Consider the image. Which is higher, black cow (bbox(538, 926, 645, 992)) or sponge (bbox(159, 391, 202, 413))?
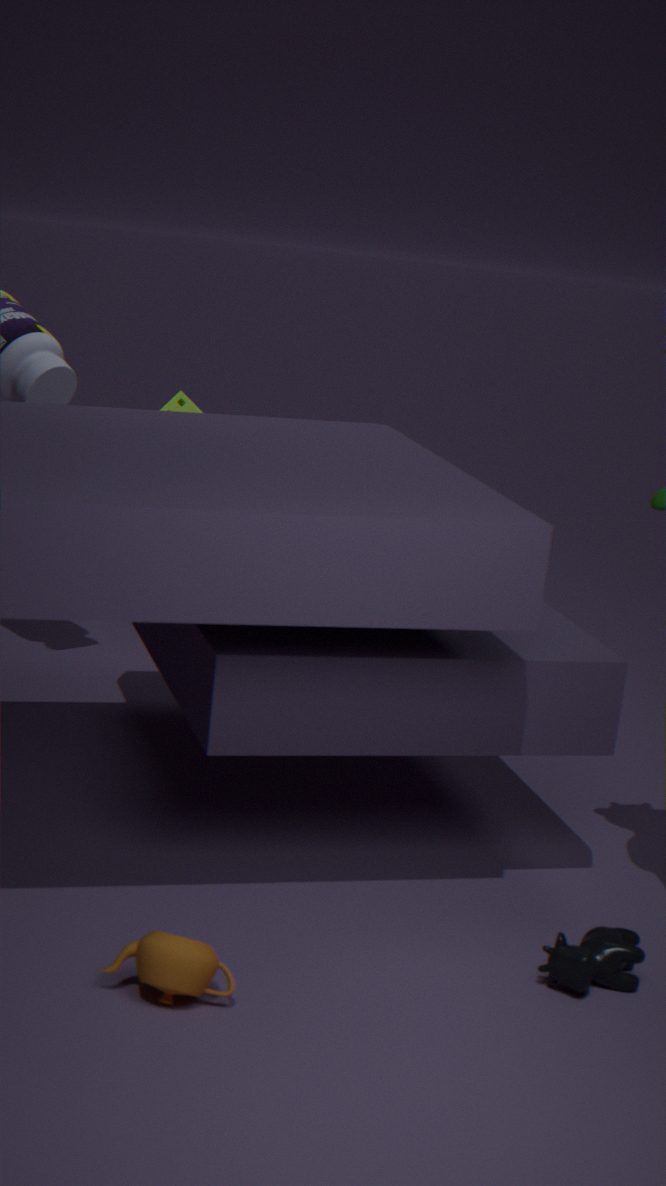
sponge (bbox(159, 391, 202, 413))
